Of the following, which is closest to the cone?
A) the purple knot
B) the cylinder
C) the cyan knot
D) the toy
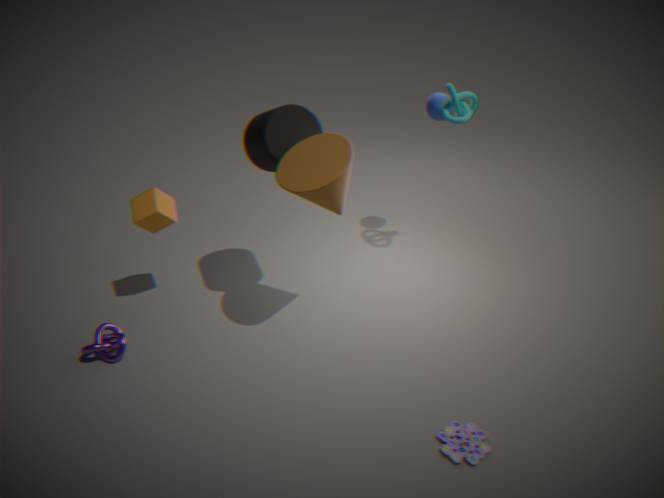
the cylinder
